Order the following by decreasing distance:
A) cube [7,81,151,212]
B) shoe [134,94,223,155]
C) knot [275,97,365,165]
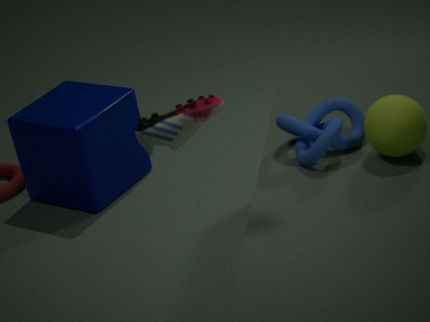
cube [7,81,151,212], knot [275,97,365,165], shoe [134,94,223,155]
